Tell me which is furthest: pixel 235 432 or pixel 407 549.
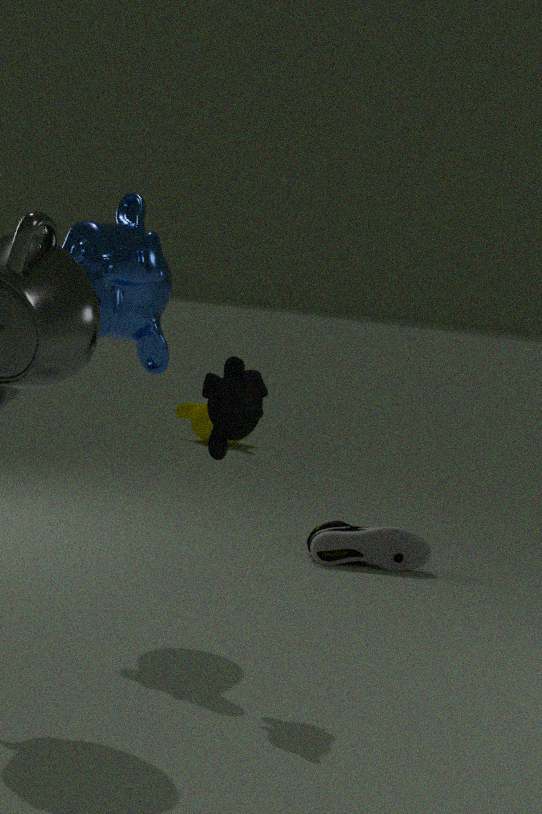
pixel 407 549
